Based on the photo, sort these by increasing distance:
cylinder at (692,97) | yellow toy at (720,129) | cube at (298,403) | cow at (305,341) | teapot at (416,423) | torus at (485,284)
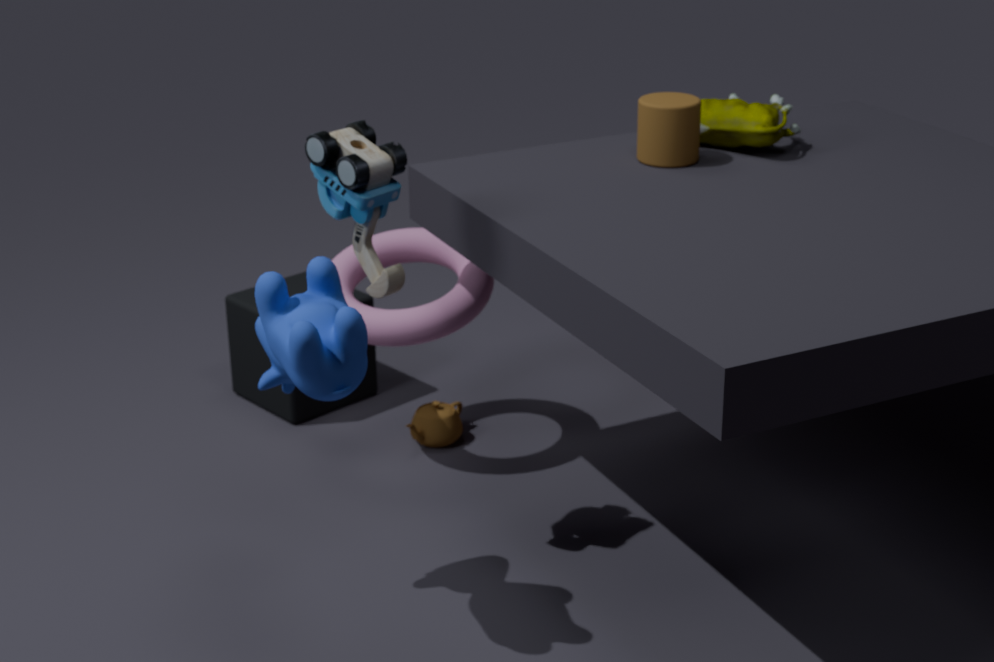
cow at (305,341) < cylinder at (692,97) < yellow toy at (720,129) < torus at (485,284) < teapot at (416,423) < cube at (298,403)
